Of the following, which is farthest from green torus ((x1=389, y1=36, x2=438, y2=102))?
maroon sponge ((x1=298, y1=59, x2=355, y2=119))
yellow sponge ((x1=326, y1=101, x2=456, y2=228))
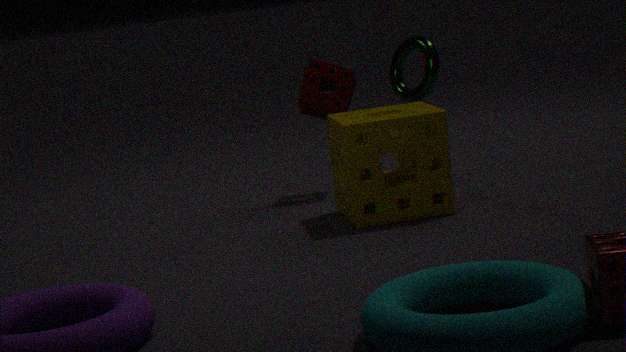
yellow sponge ((x1=326, y1=101, x2=456, y2=228))
